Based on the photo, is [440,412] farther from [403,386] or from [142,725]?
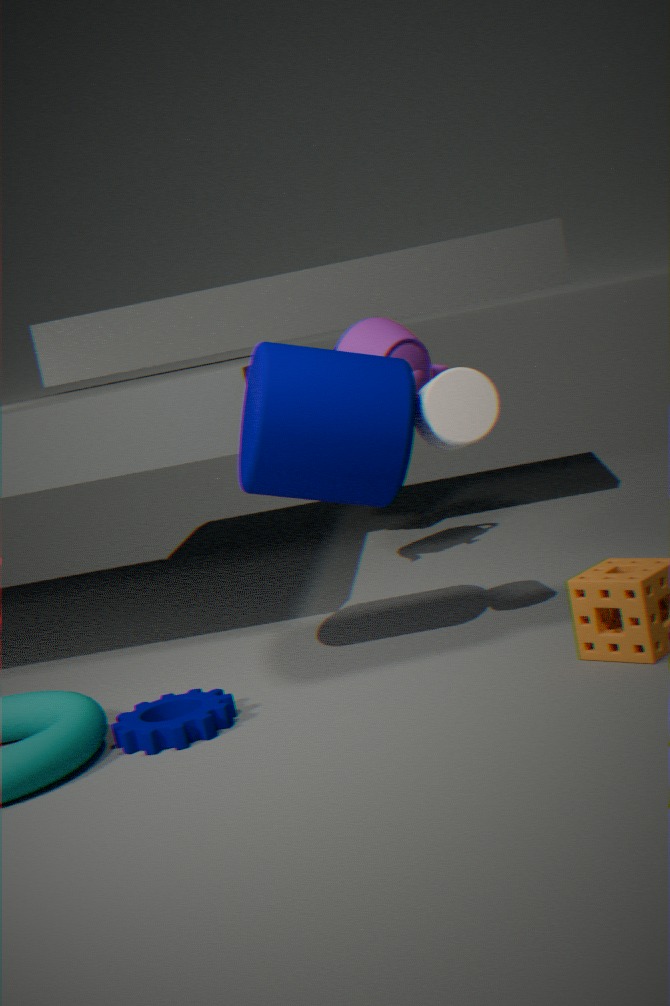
[142,725]
